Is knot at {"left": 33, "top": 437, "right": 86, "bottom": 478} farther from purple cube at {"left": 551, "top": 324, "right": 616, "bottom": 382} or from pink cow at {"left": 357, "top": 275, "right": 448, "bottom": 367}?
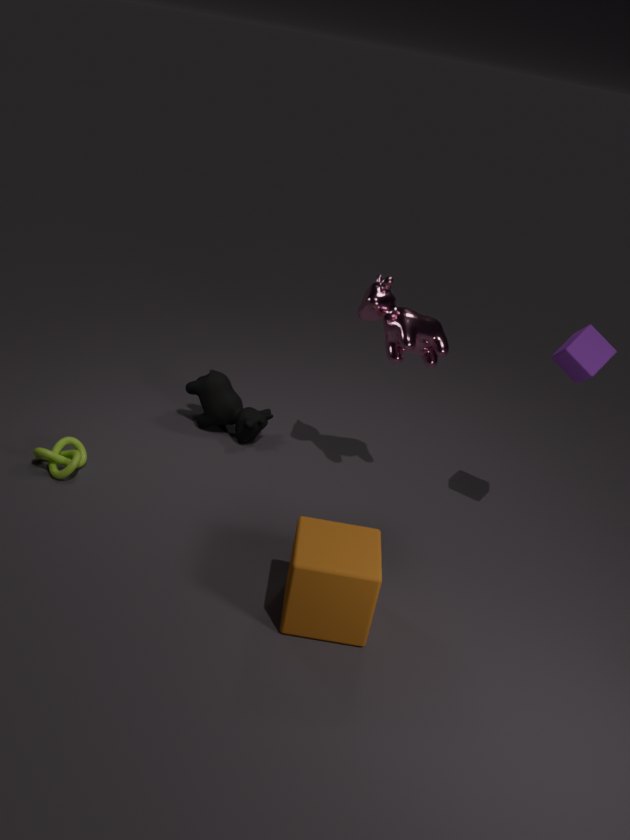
purple cube at {"left": 551, "top": 324, "right": 616, "bottom": 382}
